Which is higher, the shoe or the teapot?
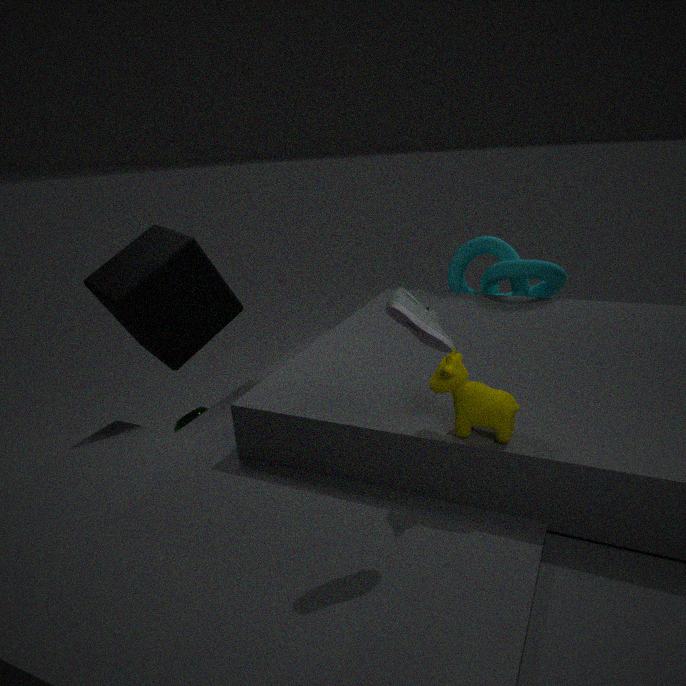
the shoe
